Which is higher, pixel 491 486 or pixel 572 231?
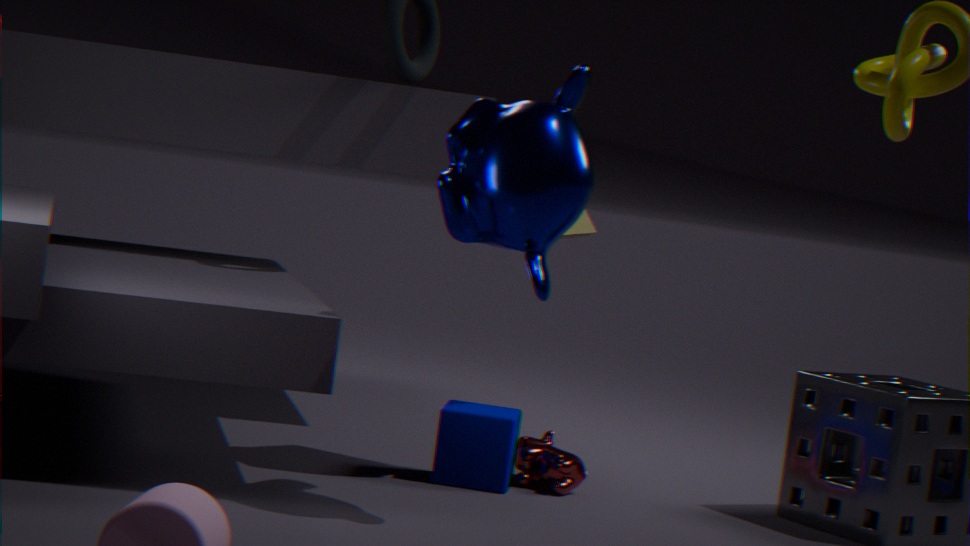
pixel 572 231
